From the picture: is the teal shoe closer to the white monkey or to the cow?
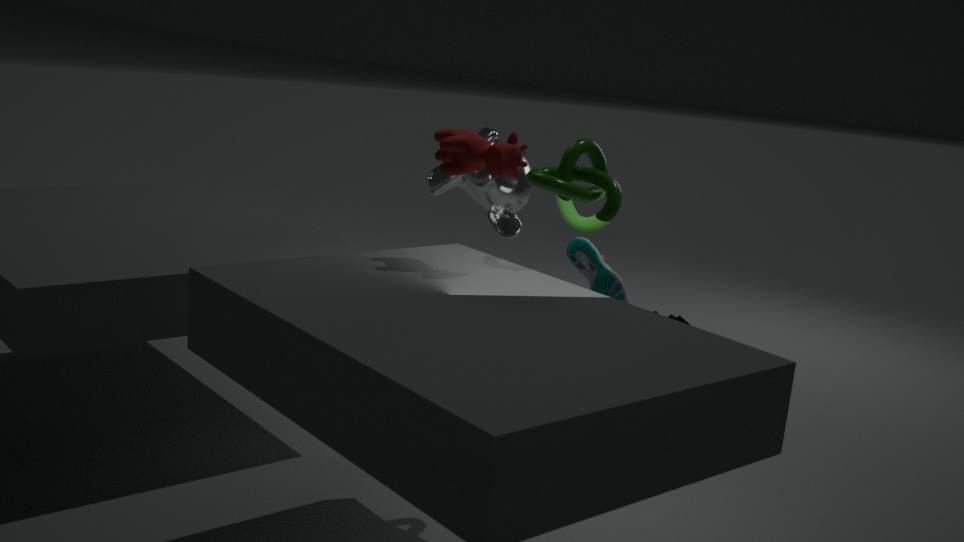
the white monkey
